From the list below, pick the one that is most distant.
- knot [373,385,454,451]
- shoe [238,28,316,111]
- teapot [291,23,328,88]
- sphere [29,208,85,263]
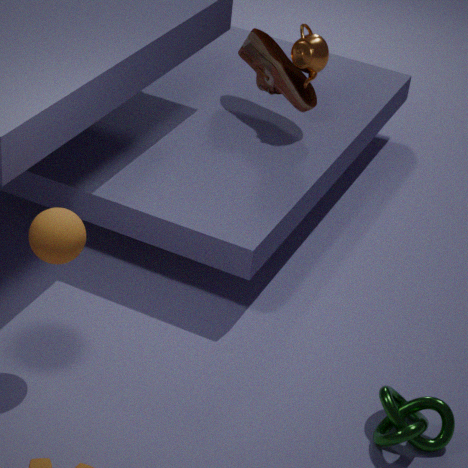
shoe [238,28,316,111]
